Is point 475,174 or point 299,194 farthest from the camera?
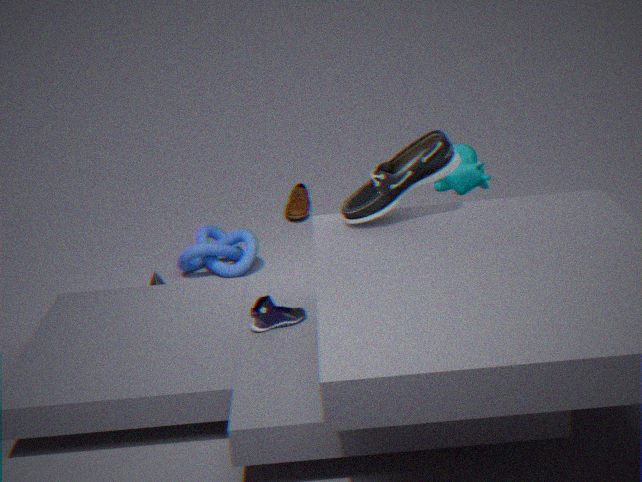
point 299,194
